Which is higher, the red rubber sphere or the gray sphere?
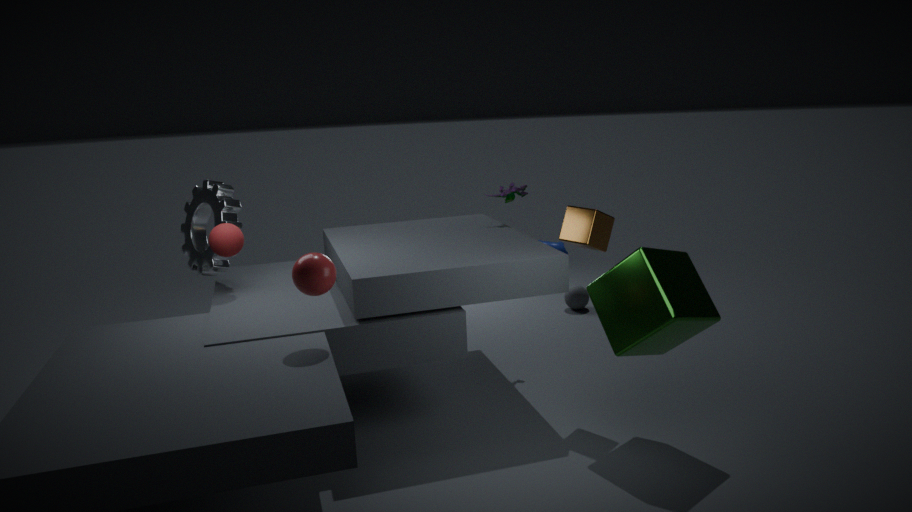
the red rubber sphere
